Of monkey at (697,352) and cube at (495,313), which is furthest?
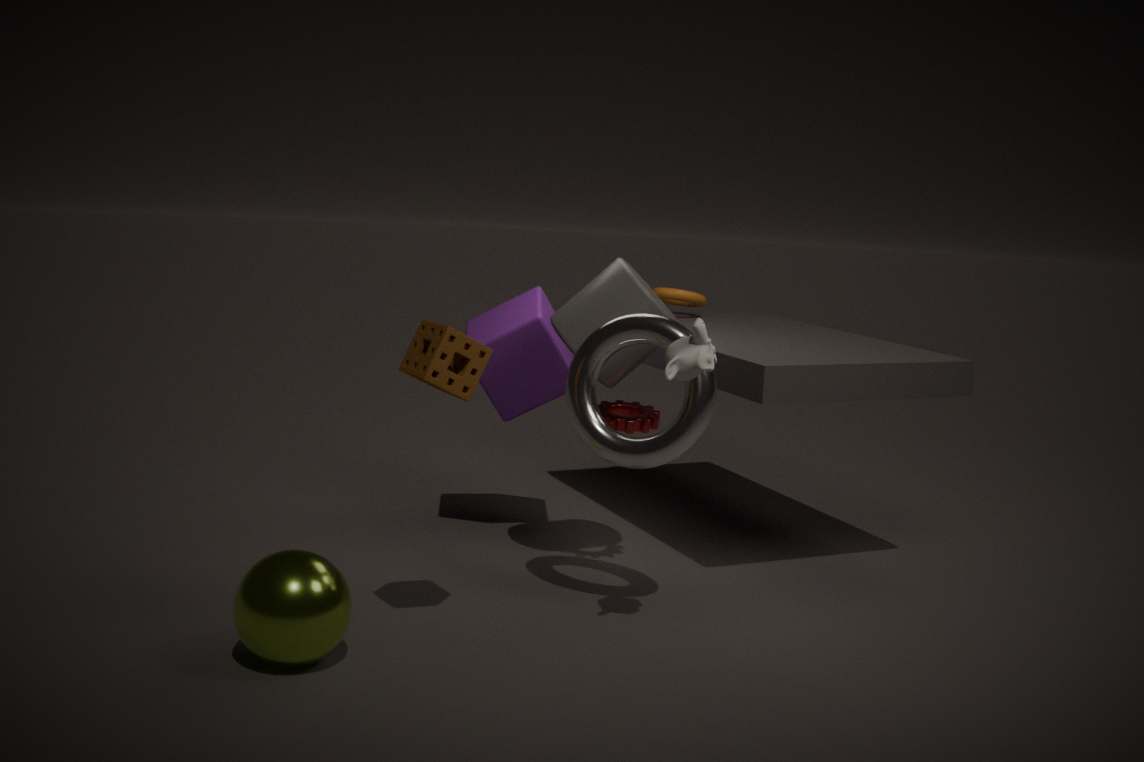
cube at (495,313)
